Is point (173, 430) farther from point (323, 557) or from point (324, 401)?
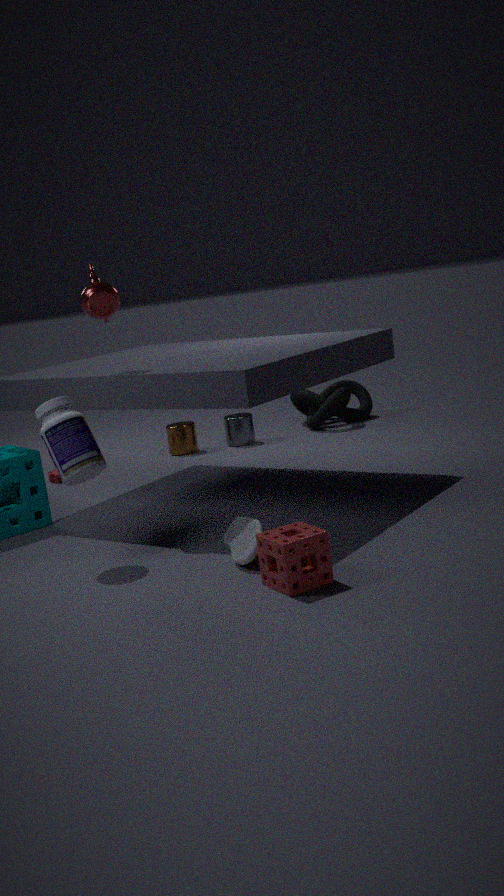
point (323, 557)
